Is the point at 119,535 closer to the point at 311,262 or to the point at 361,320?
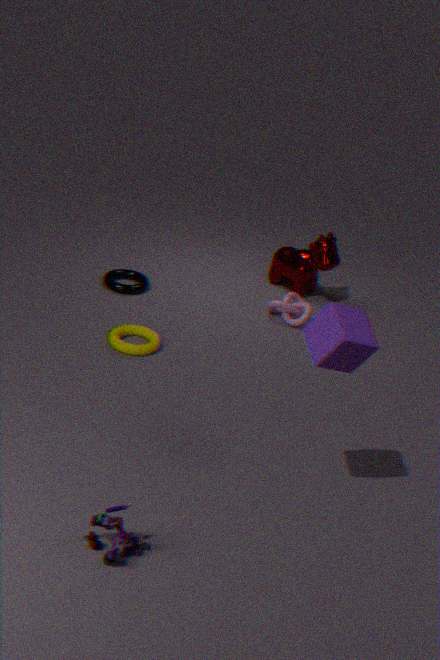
the point at 361,320
